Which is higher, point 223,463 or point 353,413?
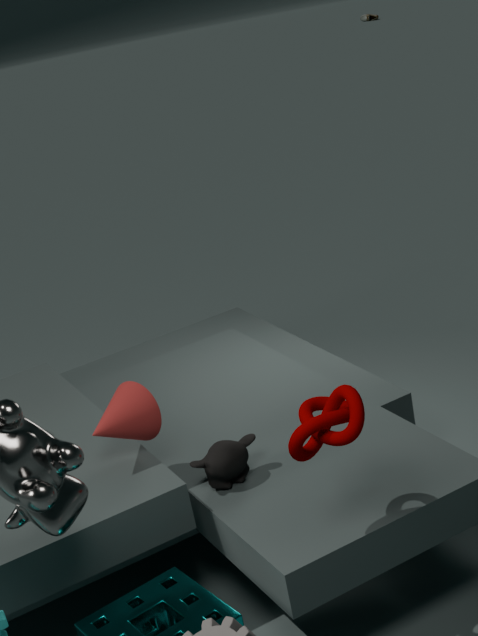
point 353,413
